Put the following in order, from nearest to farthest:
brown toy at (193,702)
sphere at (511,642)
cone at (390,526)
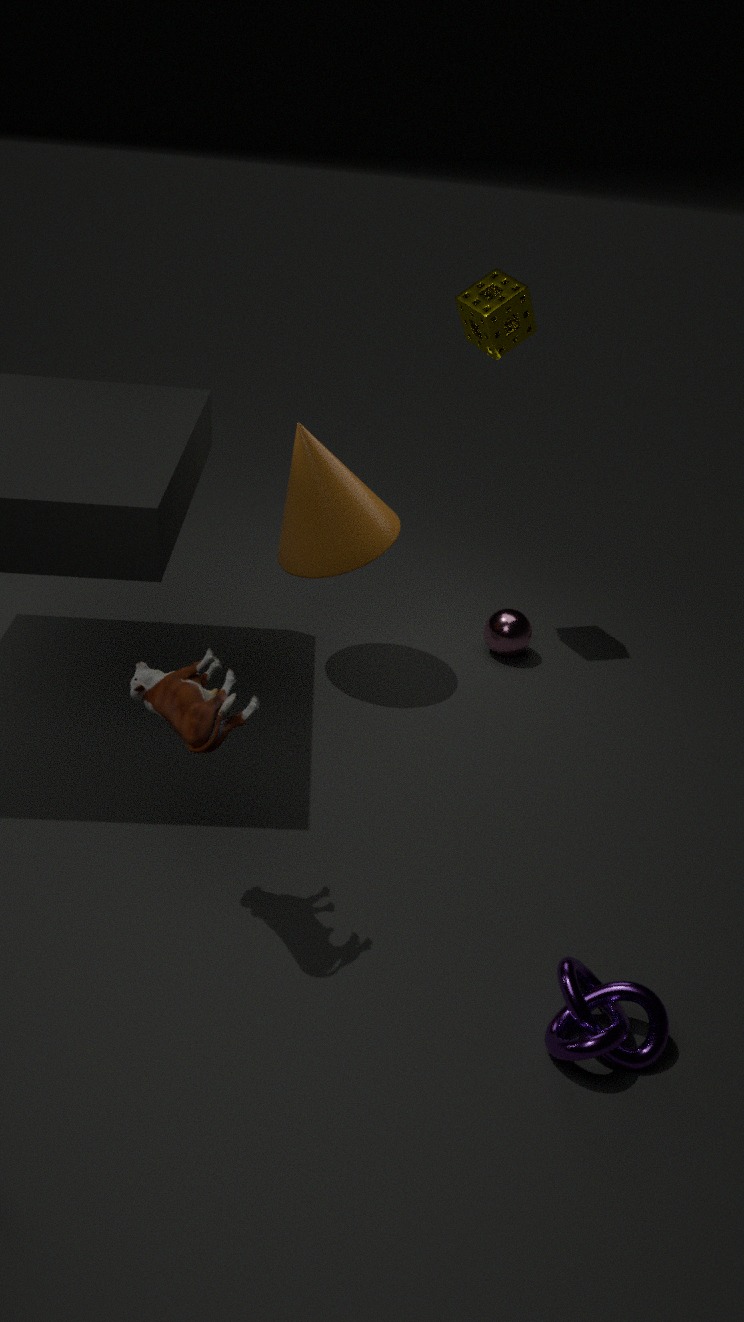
brown toy at (193,702) → cone at (390,526) → sphere at (511,642)
